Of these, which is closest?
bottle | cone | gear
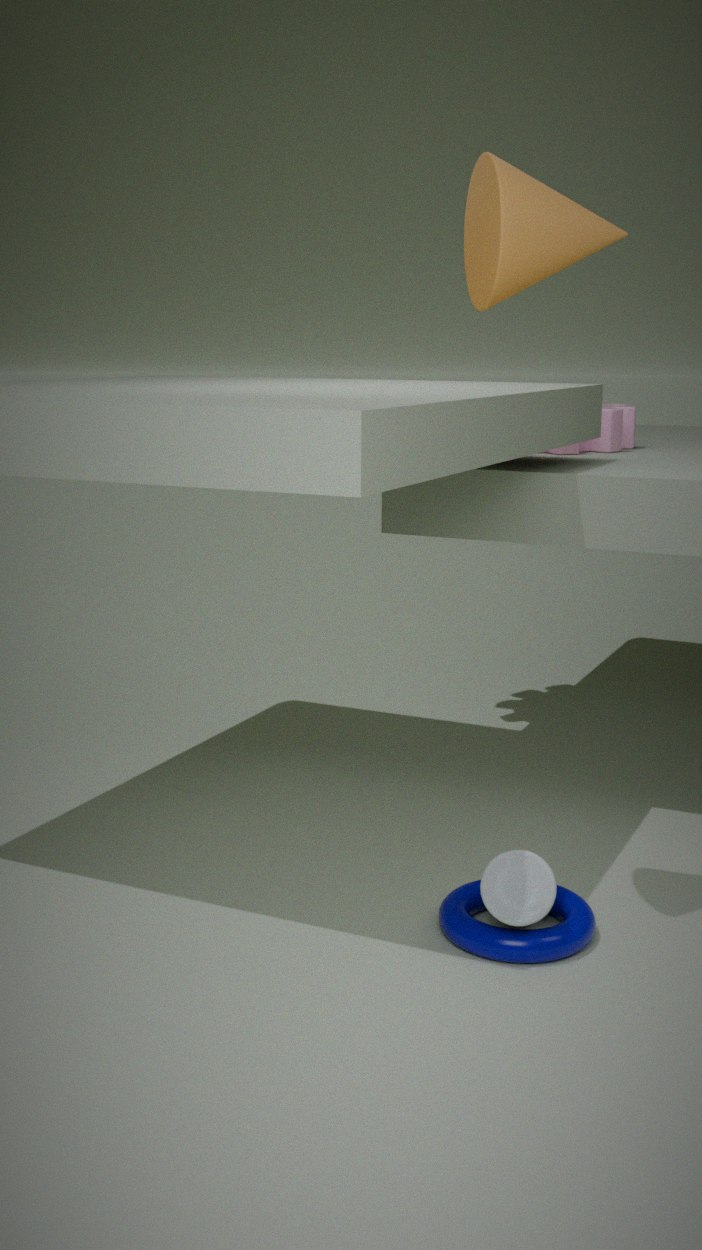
cone
